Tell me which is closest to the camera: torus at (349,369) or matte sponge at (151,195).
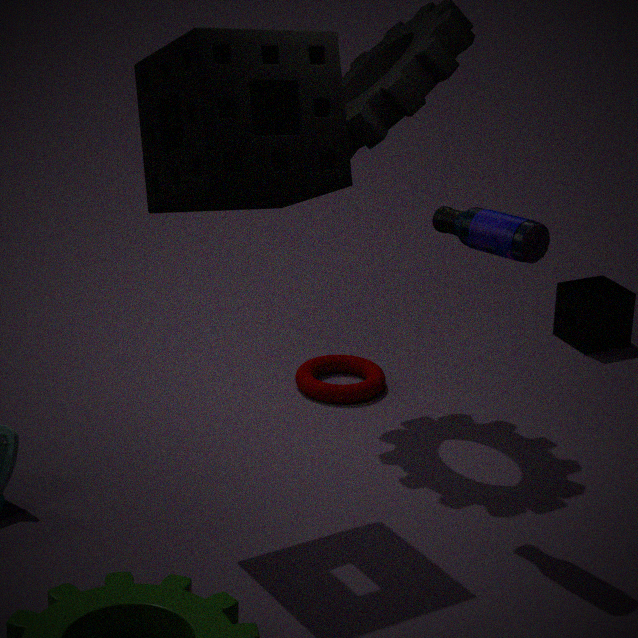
matte sponge at (151,195)
